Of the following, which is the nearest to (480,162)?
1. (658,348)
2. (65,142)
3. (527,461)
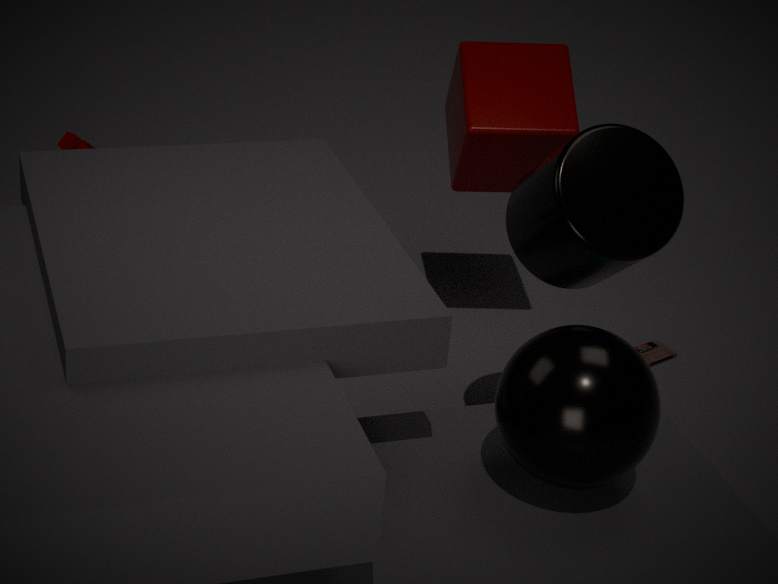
(658,348)
